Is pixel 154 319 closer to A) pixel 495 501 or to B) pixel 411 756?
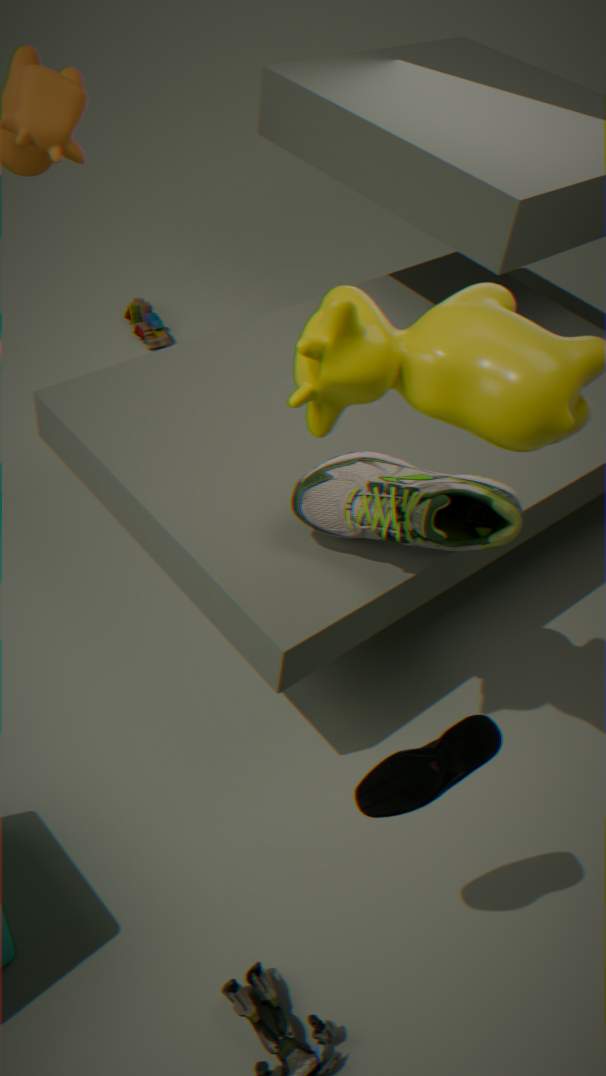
A) pixel 495 501
